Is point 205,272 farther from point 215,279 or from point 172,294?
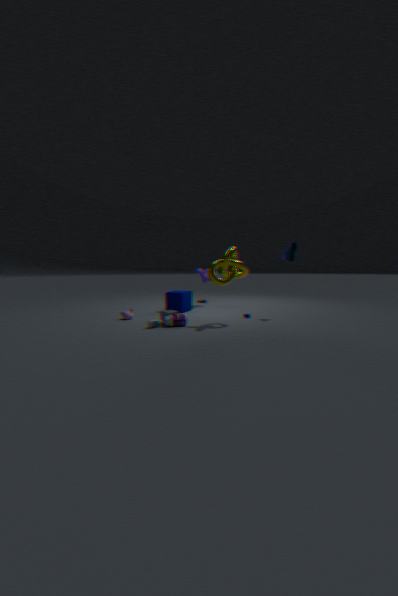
point 215,279
